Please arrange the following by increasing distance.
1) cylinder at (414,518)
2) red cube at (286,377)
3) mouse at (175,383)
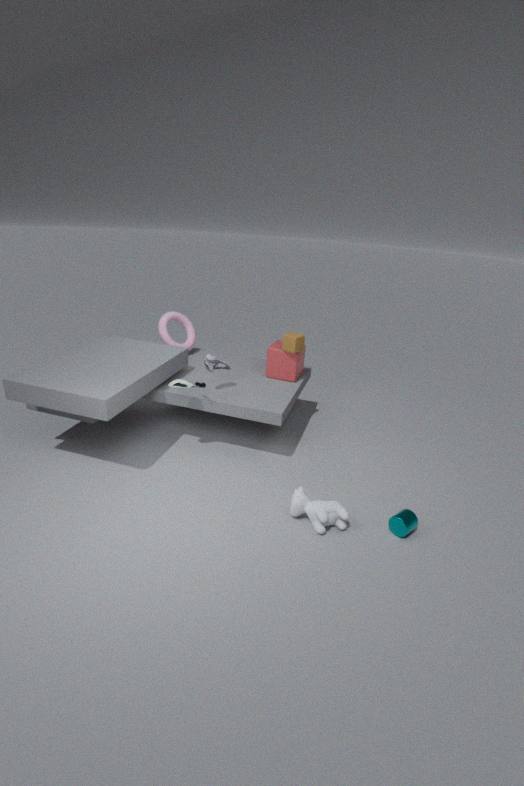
1. cylinder at (414,518) < 3. mouse at (175,383) < 2. red cube at (286,377)
